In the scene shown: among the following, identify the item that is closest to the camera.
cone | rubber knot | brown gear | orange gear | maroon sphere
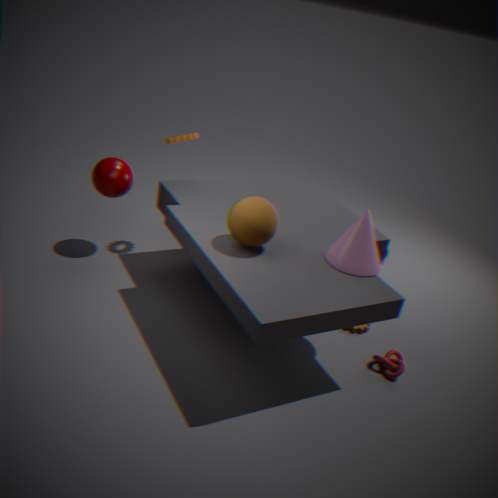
cone
